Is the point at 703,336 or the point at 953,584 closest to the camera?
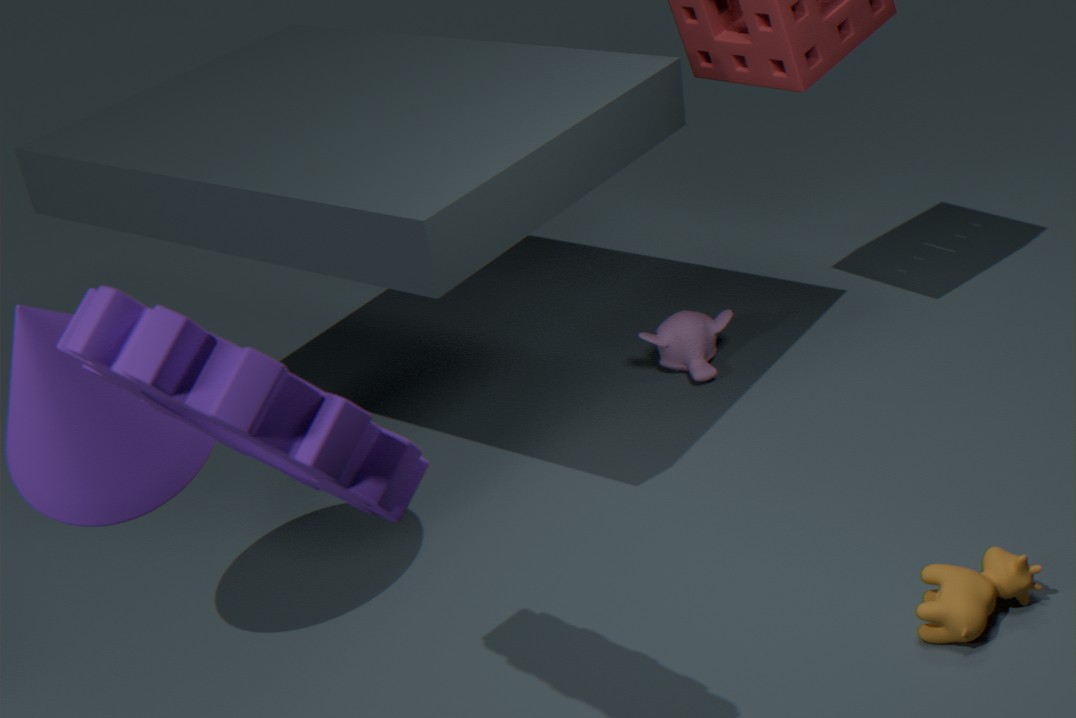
the point at 953,584
